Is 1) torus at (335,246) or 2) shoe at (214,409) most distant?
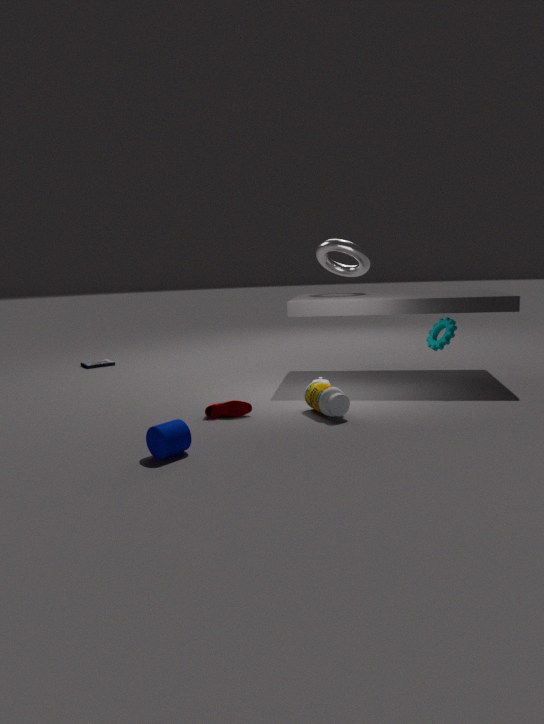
1. torus at (335,246)
